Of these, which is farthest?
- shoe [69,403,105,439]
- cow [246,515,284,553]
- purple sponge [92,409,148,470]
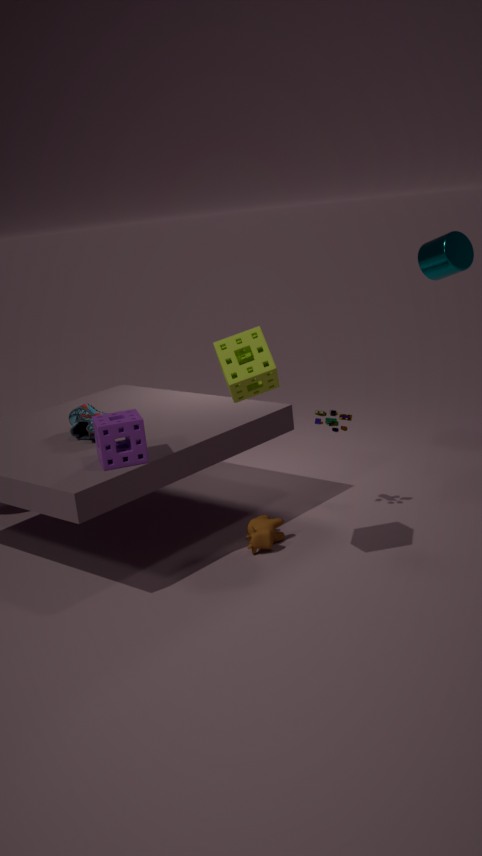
shoe [69,403,105,439]
